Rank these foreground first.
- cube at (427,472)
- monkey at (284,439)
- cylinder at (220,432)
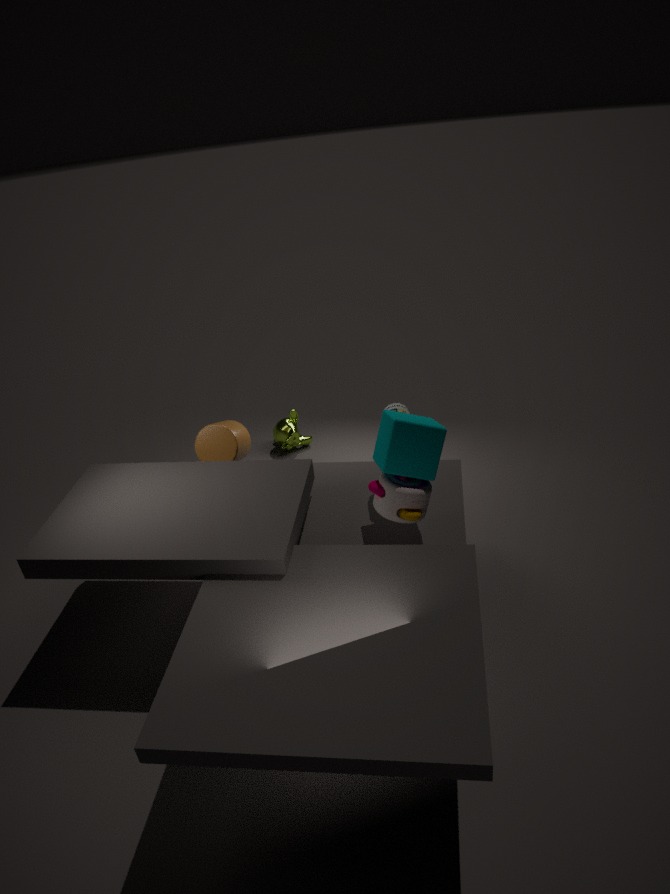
cube at (427,472)
cylinder at (220,432)
monkey at (284,439)
